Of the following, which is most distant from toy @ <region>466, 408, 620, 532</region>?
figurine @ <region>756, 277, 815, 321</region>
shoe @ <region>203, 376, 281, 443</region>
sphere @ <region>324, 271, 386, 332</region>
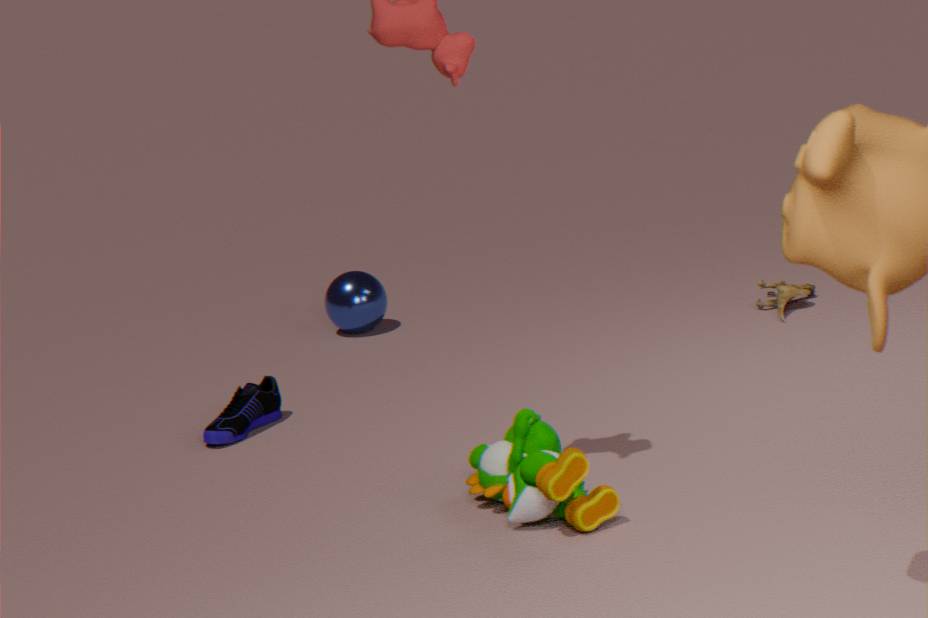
sphere @ <region>324, 271, 386, 332</region>
